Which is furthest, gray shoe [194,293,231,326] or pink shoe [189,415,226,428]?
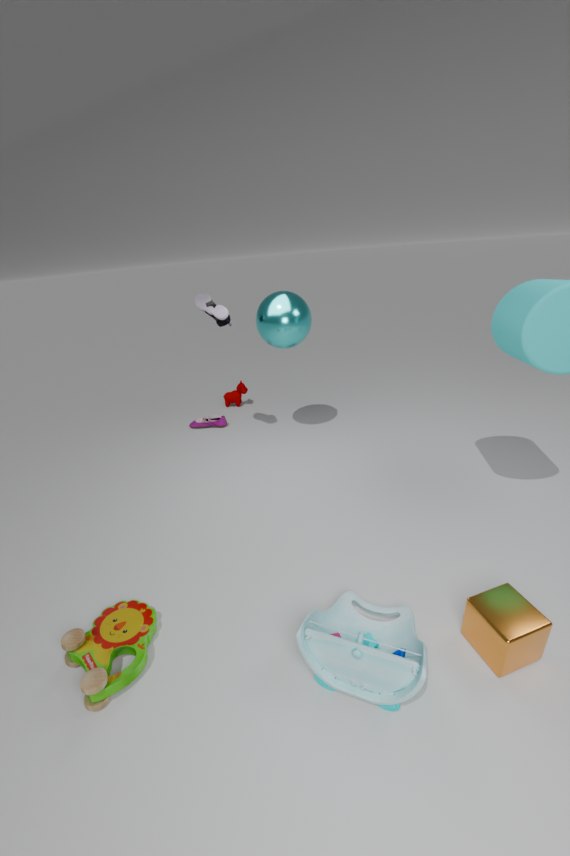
pink shoe [189,415,226,428]
